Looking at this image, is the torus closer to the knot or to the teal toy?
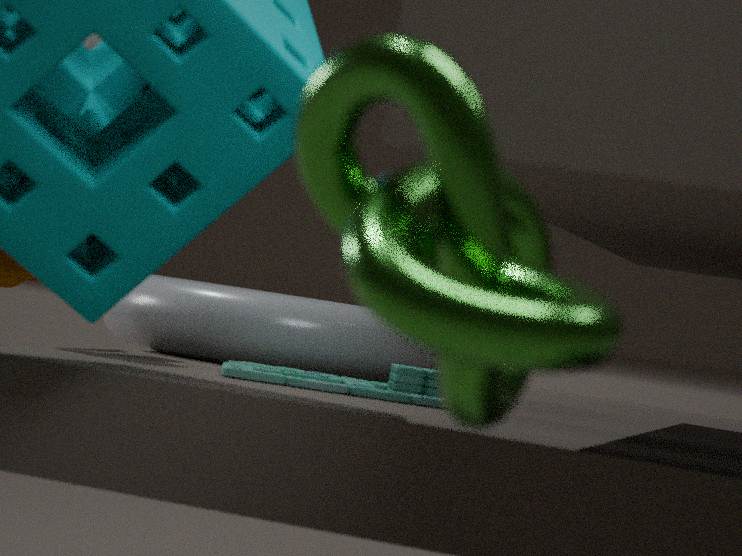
the teal toy
